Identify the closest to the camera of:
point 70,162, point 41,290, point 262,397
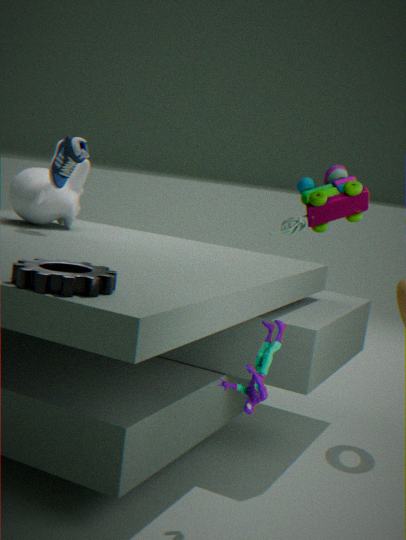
point 41,290
